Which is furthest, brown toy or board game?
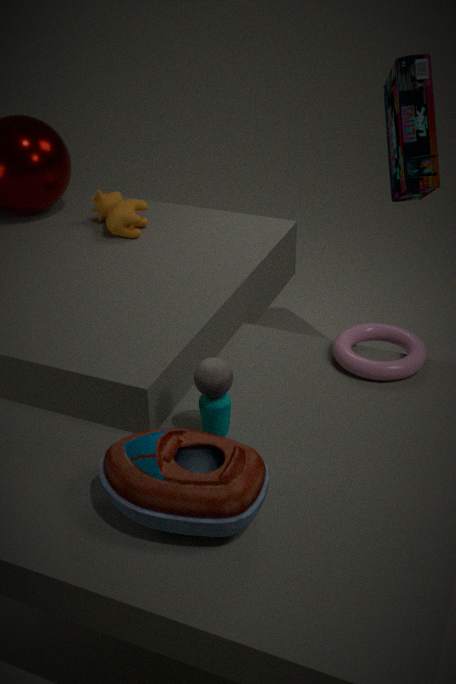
board game
